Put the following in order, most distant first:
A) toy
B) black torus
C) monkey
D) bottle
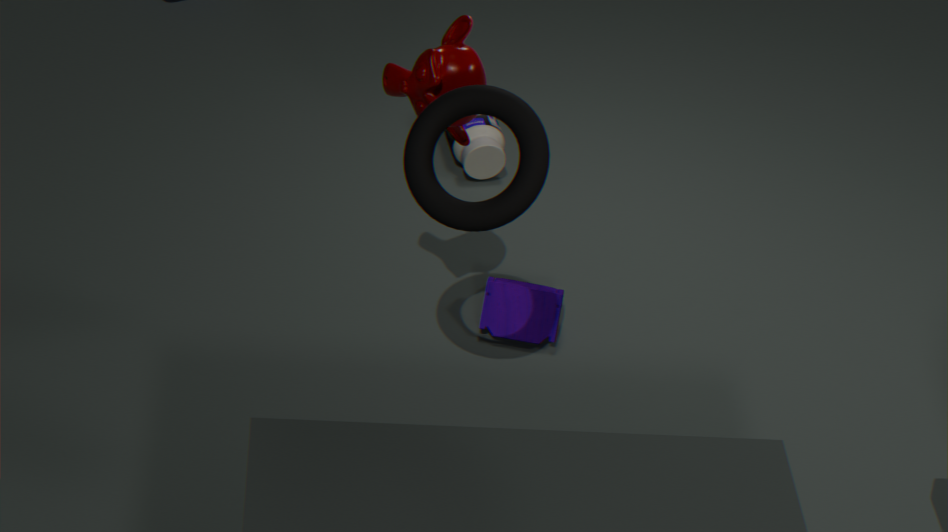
bottle → toy → monkey → black torus
